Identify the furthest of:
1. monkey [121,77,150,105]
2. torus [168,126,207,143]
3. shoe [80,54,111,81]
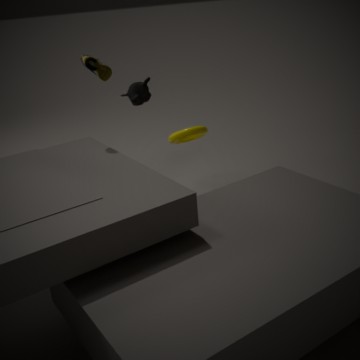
monkey [121,77,150,105]
